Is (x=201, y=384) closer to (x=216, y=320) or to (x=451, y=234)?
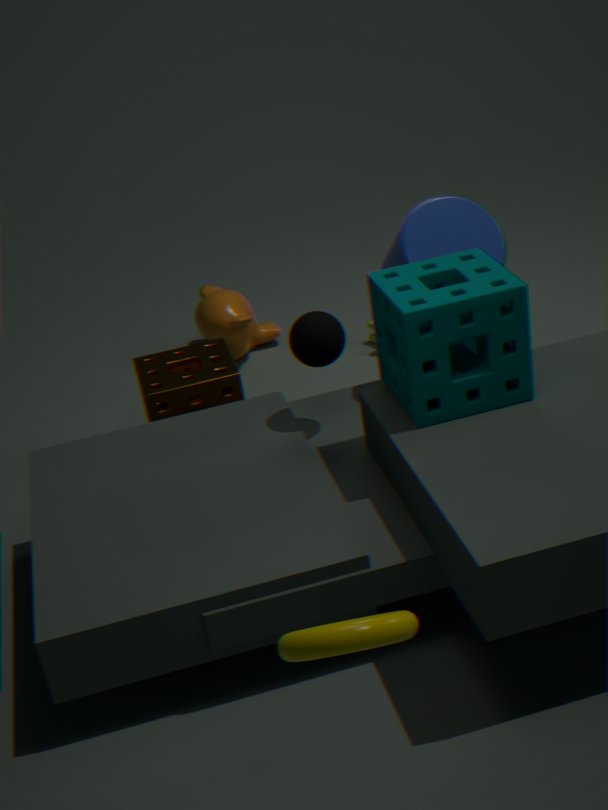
(x=216, y=320)
